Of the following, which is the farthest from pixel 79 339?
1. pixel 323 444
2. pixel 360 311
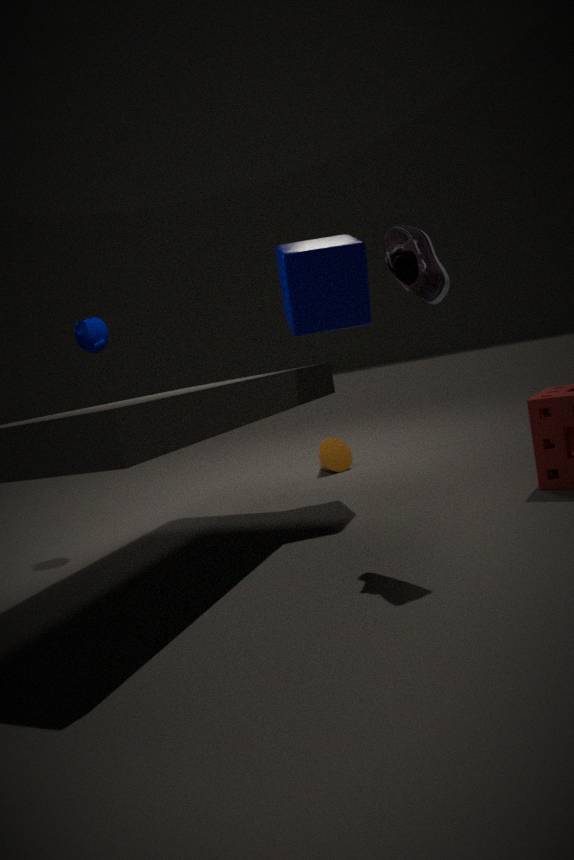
pixel 323 444
